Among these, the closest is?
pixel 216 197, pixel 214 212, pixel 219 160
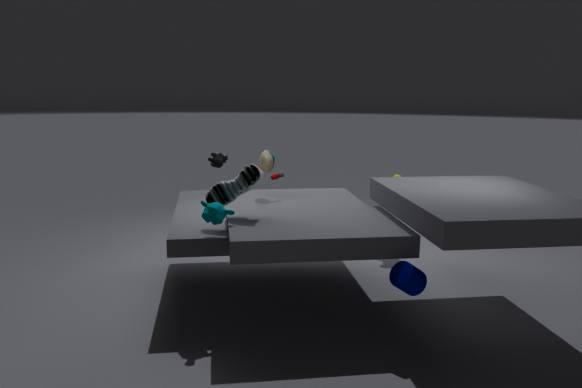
pixel 214 212
